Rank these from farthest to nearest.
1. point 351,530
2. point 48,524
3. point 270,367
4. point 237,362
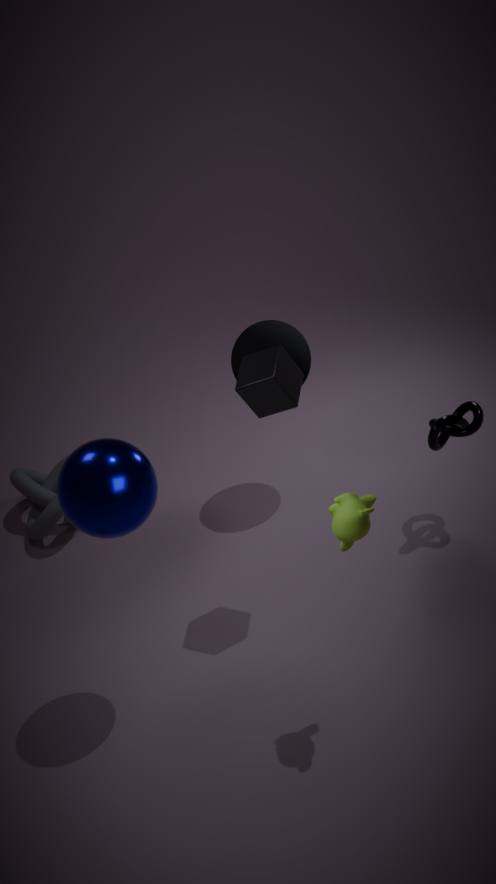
1. point 48,524
2. point 237,362
3. point 270,367
4. point 351,530
